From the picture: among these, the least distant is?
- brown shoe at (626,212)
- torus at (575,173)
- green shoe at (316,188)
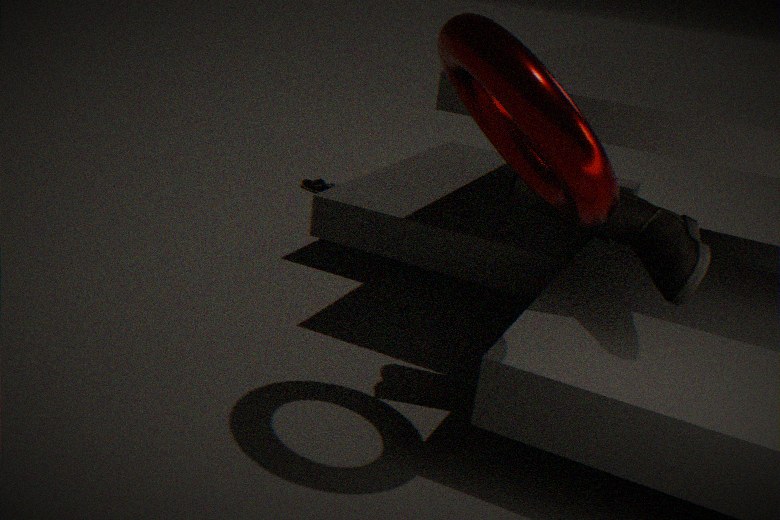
torus at (575,173)
